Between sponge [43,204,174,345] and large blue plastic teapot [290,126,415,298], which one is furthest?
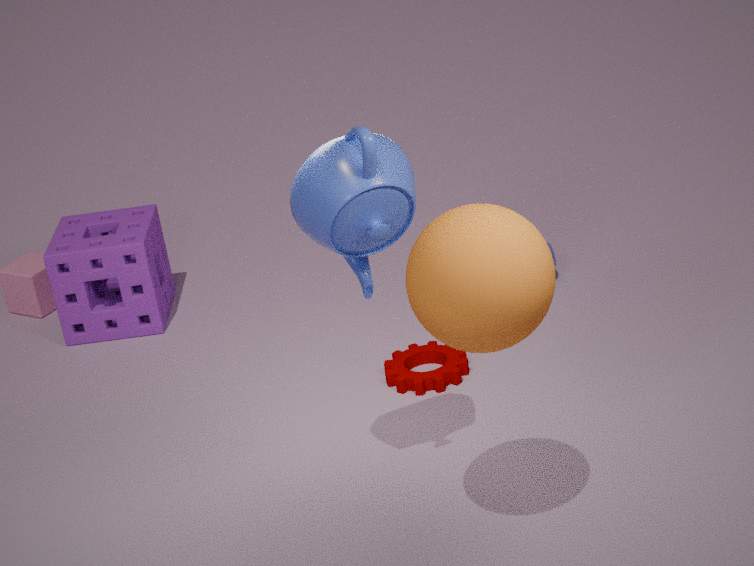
sponge [43,204,174,345]
